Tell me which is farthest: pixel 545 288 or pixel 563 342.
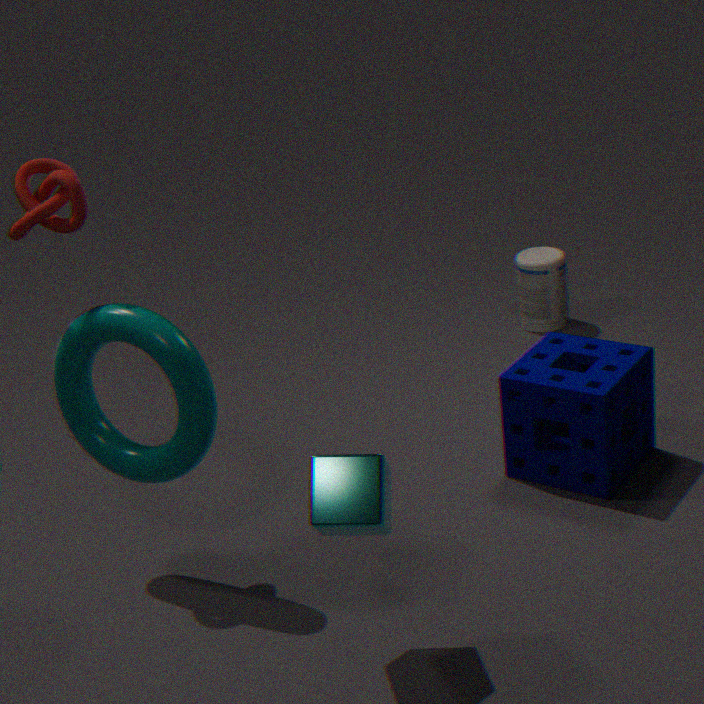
pixel 545 288
